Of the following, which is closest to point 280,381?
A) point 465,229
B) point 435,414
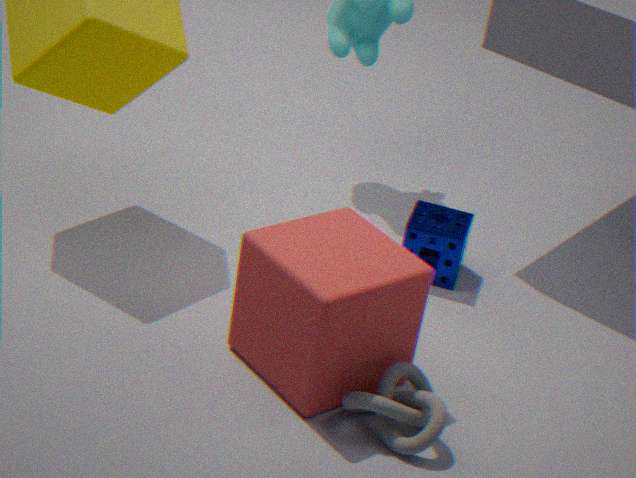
point 435,414
